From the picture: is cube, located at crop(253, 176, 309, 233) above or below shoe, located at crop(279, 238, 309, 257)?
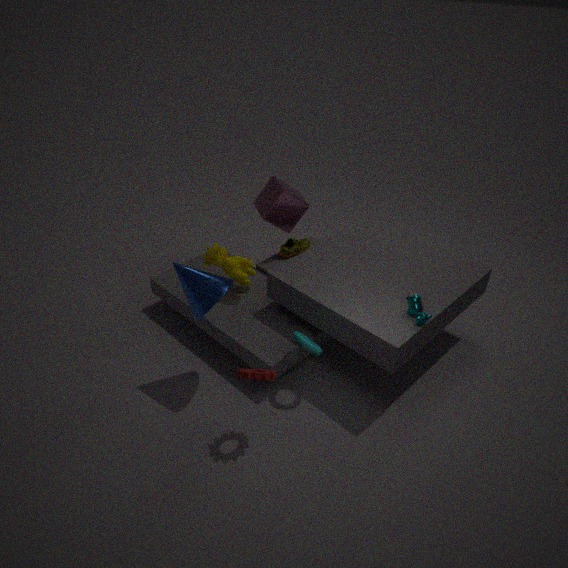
above
